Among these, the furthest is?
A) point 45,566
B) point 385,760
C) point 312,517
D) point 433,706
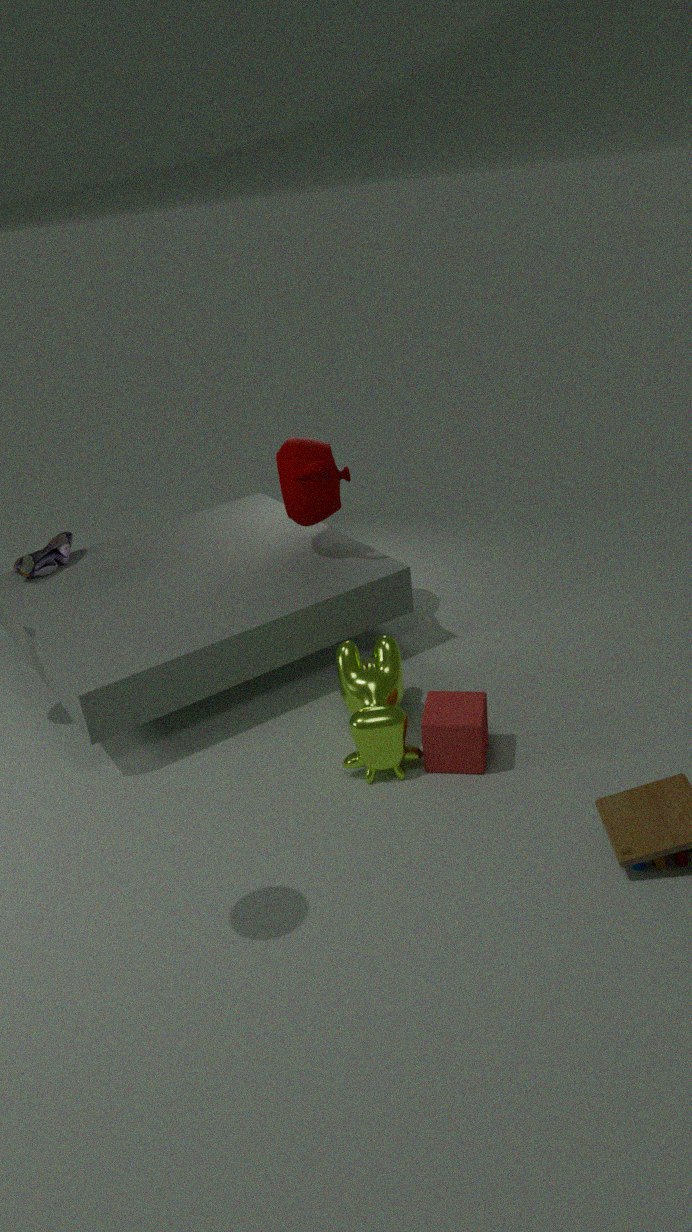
point 45,566
